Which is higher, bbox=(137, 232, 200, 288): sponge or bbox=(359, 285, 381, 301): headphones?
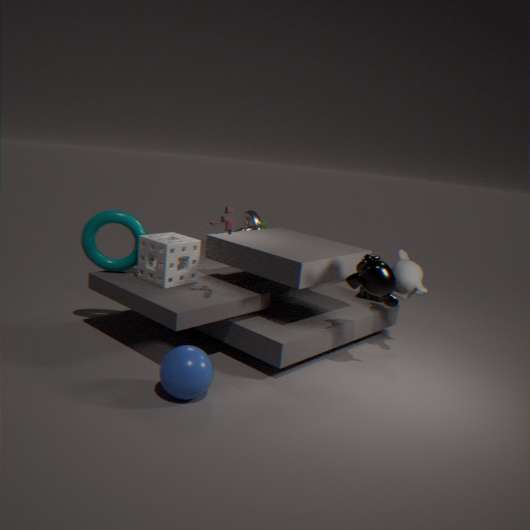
bbox=(137, 232, 200, 288): sponge
